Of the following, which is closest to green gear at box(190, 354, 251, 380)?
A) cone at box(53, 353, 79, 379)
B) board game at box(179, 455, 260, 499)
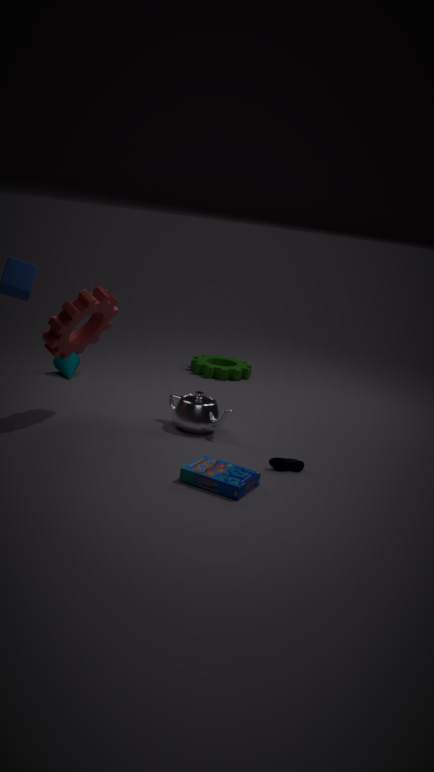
cone at box(53, 353, 79, 379)
